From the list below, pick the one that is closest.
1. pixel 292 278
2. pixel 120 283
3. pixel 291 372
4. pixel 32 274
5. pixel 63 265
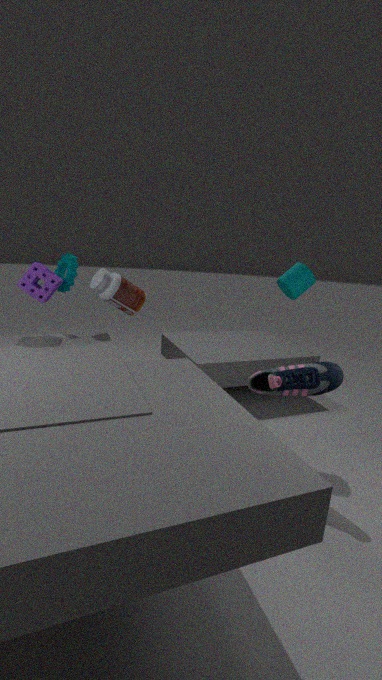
pixel 291 372
